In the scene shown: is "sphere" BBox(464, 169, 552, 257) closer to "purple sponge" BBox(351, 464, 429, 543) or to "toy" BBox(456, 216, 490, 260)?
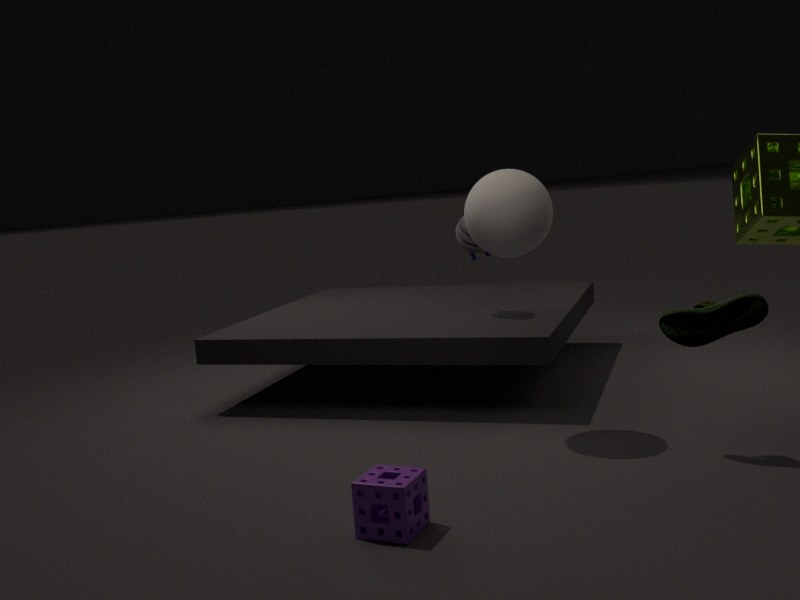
"toy" BBox(456, 216, 490, 260)
